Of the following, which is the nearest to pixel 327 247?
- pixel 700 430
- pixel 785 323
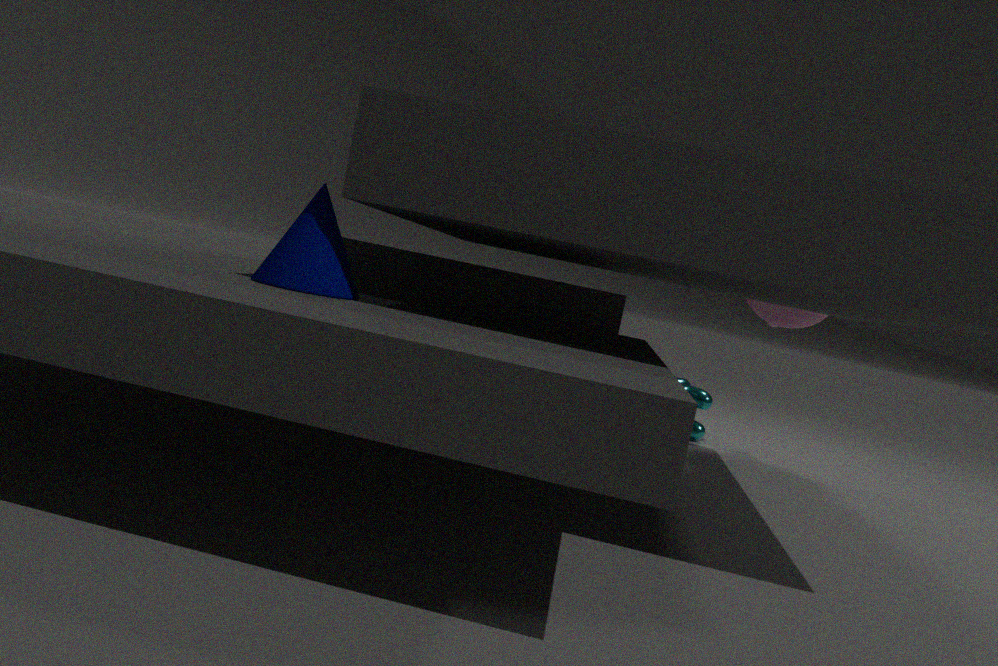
pixel 700 430
